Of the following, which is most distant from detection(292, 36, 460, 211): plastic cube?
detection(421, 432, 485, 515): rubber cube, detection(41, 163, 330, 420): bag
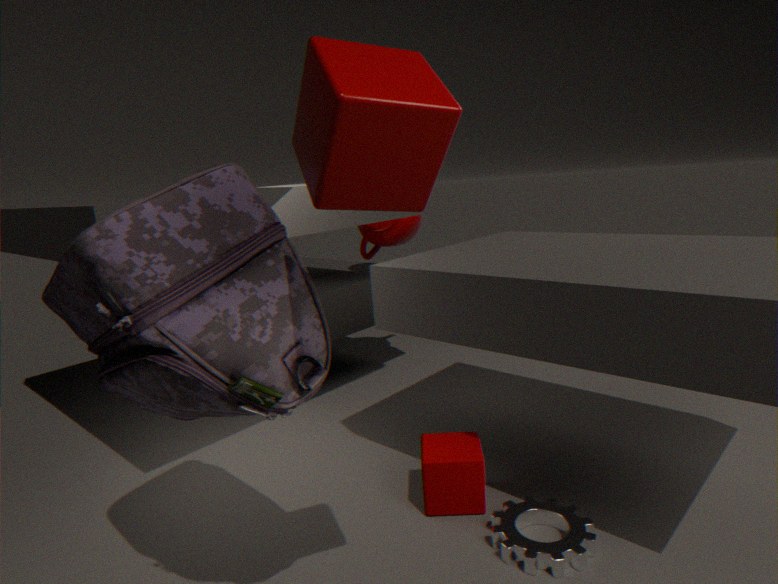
detection(421, 432, 485, 515): rubber cube
